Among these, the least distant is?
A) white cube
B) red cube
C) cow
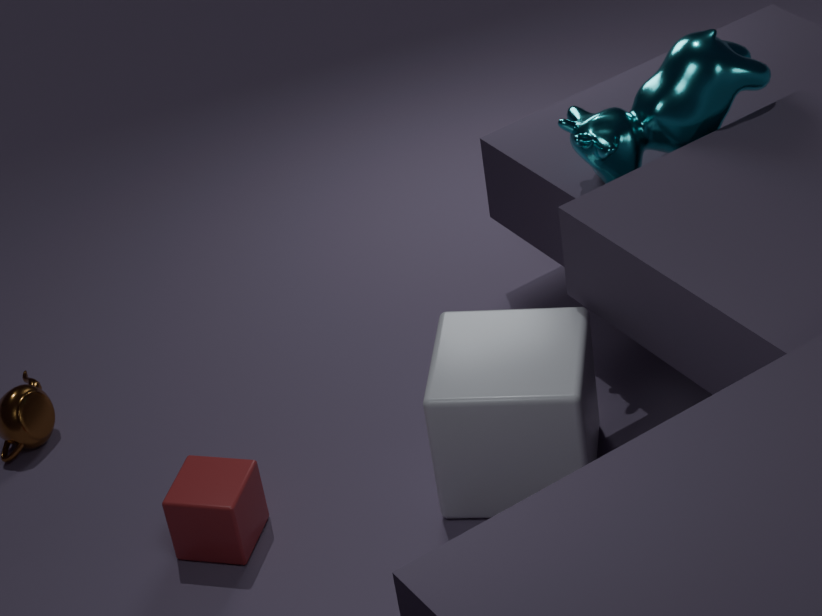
white cube
